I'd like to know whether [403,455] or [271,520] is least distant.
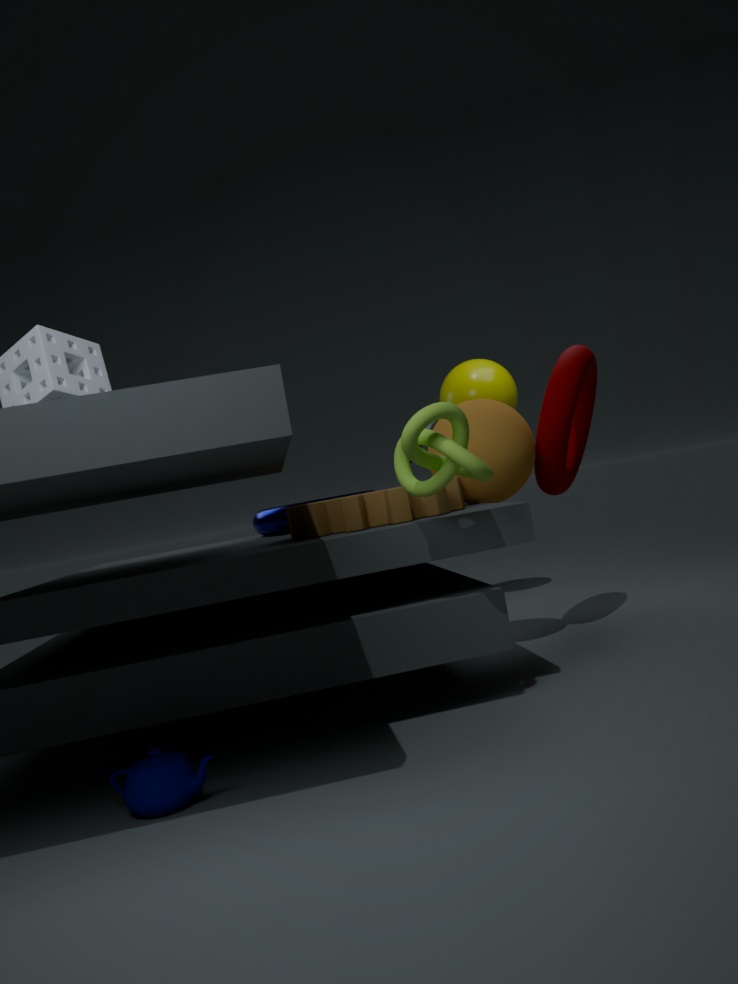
[403,455]
